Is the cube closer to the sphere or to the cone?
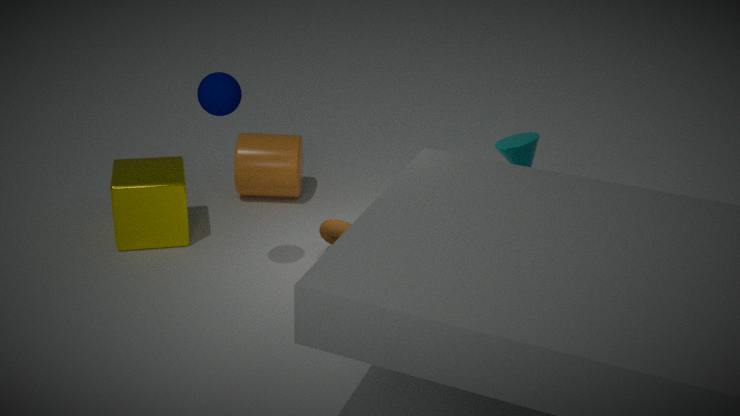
the sphere
